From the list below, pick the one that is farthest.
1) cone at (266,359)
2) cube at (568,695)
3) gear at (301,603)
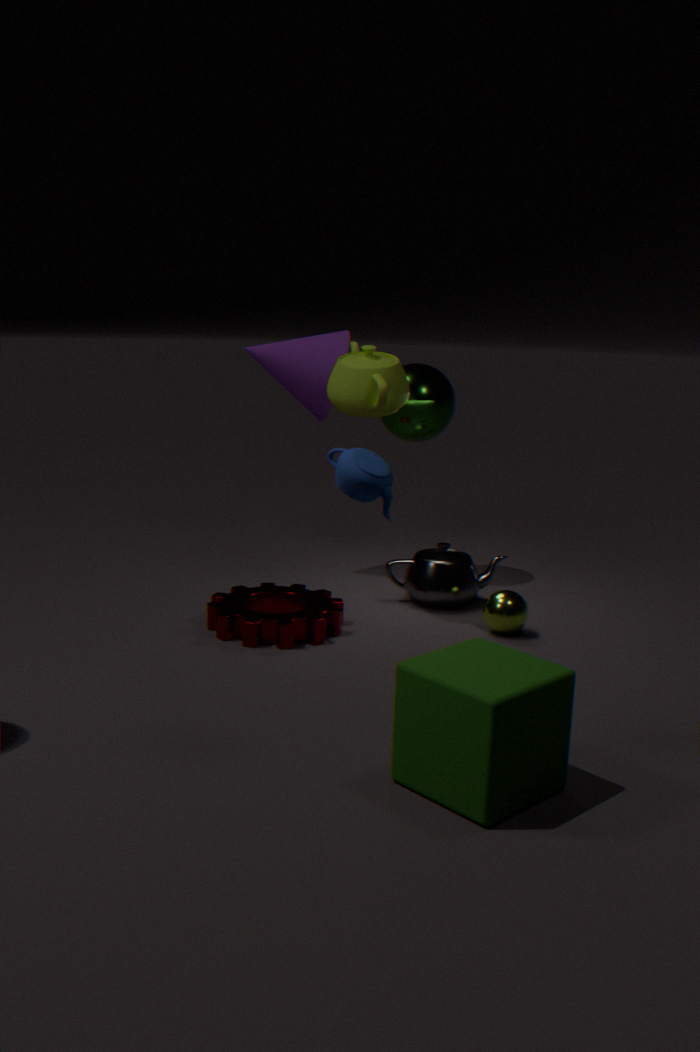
1. cone at (266,359)
